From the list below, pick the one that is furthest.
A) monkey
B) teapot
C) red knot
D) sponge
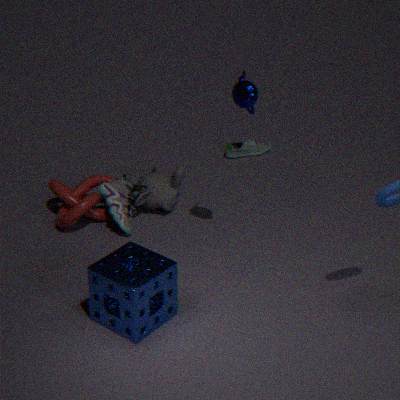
monkey
